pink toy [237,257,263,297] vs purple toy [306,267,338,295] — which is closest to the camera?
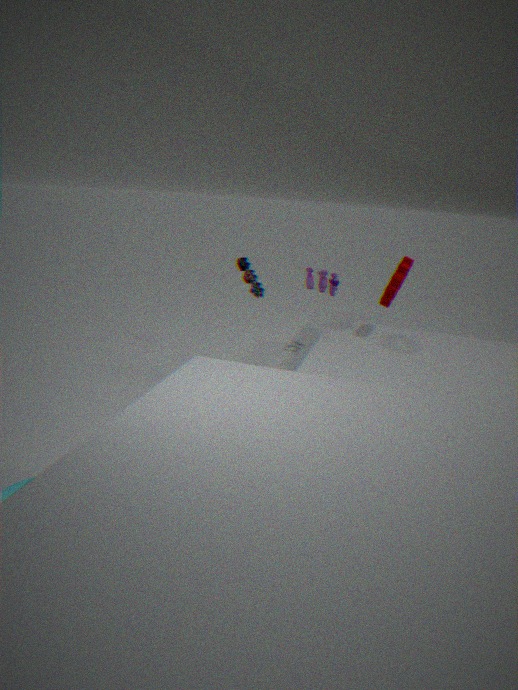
purple toy [306,267,338,295]
